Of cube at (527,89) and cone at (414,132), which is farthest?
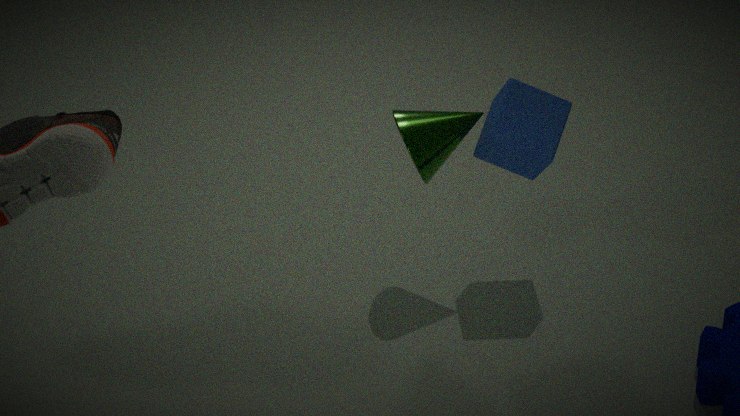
cone at (414,132)
